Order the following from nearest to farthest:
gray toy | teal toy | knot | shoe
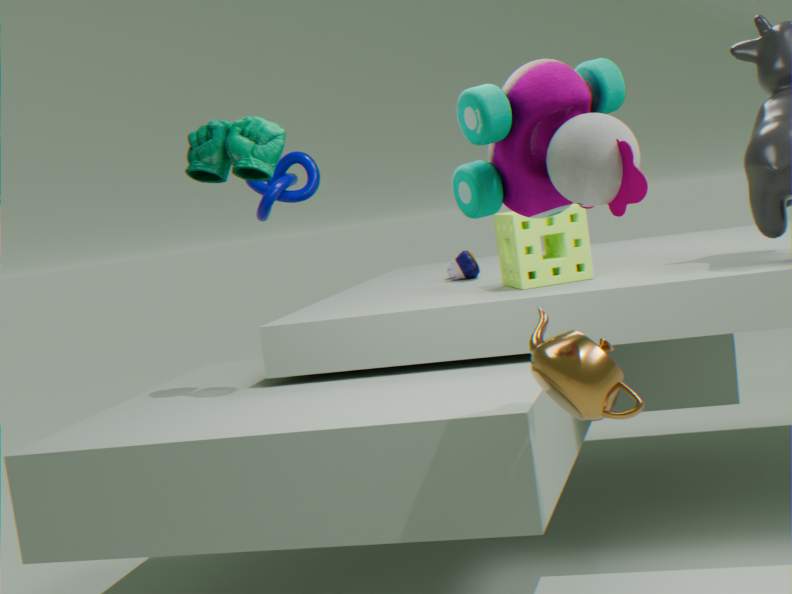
gray toy → teal toy → shoe → knot
